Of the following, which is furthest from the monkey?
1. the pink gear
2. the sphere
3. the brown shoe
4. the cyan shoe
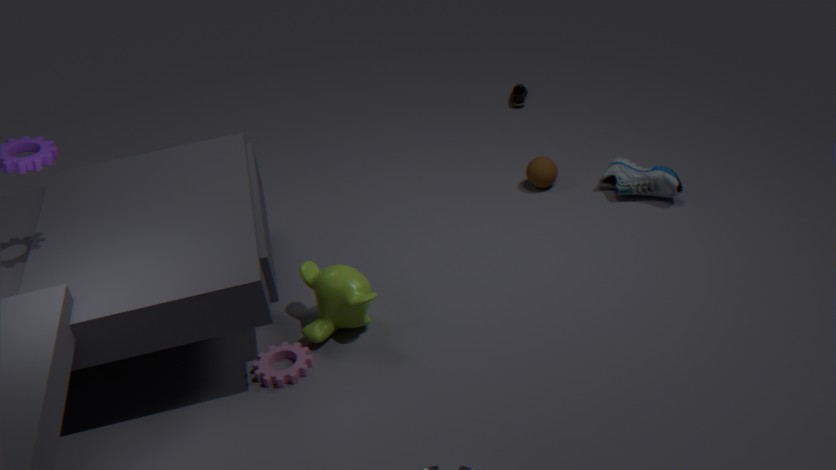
the brown shoe
